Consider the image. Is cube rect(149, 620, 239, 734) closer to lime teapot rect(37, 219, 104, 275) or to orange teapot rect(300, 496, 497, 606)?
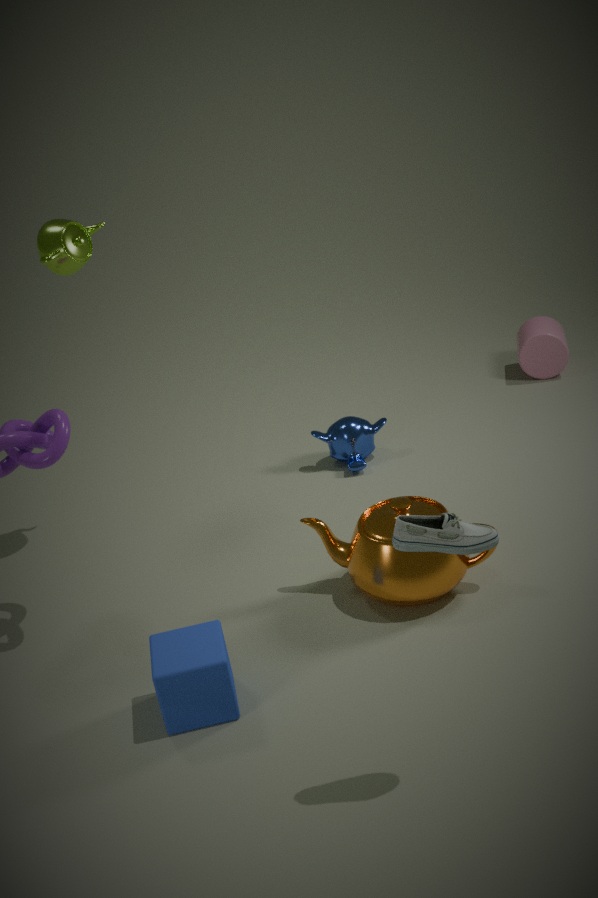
orange teapot rect(300, 496, 497, 606)
